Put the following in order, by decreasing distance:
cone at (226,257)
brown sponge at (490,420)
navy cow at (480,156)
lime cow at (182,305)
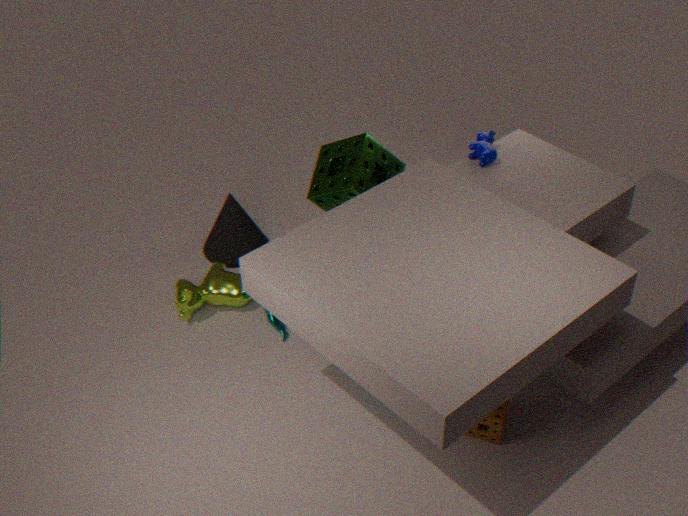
cone at (226,257) → lime cow at (182,305) → navy cow at (480,156) → brown sponge at (490,420)
